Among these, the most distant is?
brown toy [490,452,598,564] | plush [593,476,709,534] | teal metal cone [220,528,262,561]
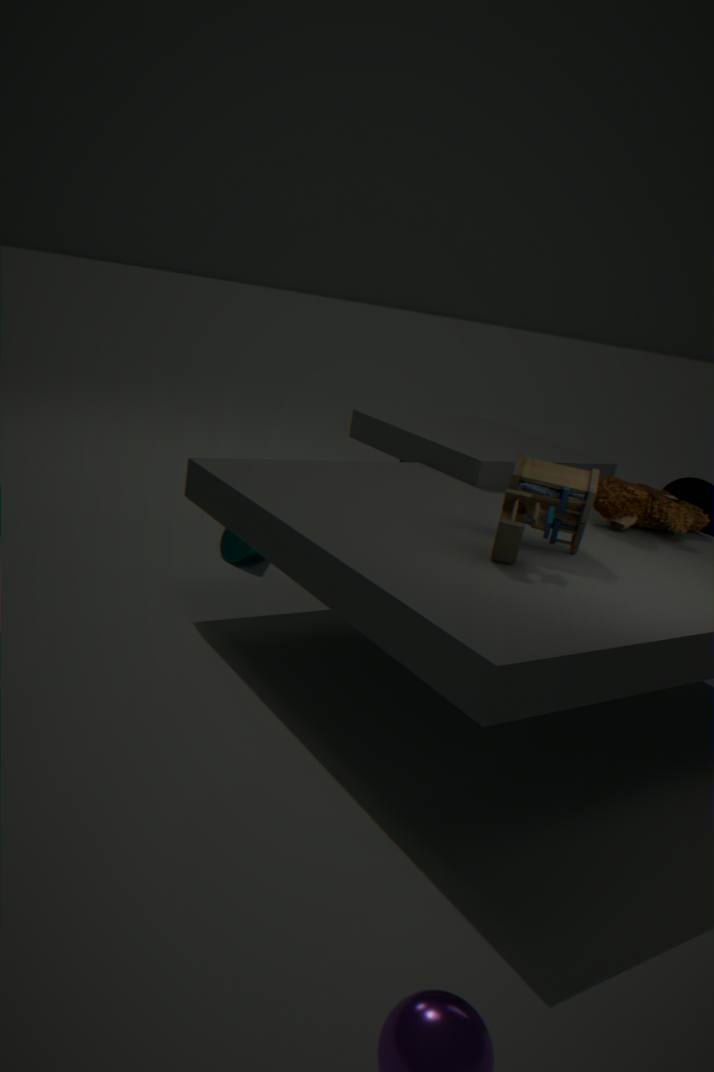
teal metal cone [220,528,262,561]
